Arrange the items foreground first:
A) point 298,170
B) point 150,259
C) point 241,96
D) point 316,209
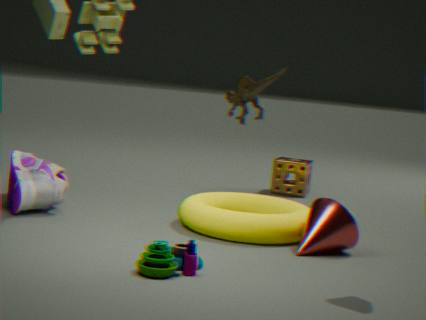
point 241,96 < point 150,259 < point 316,209 < point 298,170
